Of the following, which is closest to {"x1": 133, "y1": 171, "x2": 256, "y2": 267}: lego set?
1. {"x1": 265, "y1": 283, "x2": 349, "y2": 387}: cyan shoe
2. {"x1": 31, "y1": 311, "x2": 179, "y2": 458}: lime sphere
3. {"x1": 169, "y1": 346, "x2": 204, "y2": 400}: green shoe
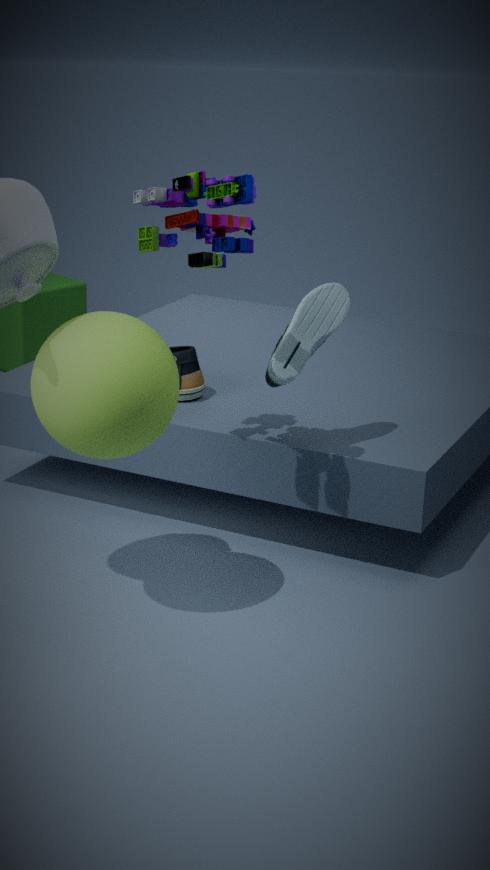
{"x1": 31, "y1": 311, "x2": 179, "y2": 458}: lime sphere
